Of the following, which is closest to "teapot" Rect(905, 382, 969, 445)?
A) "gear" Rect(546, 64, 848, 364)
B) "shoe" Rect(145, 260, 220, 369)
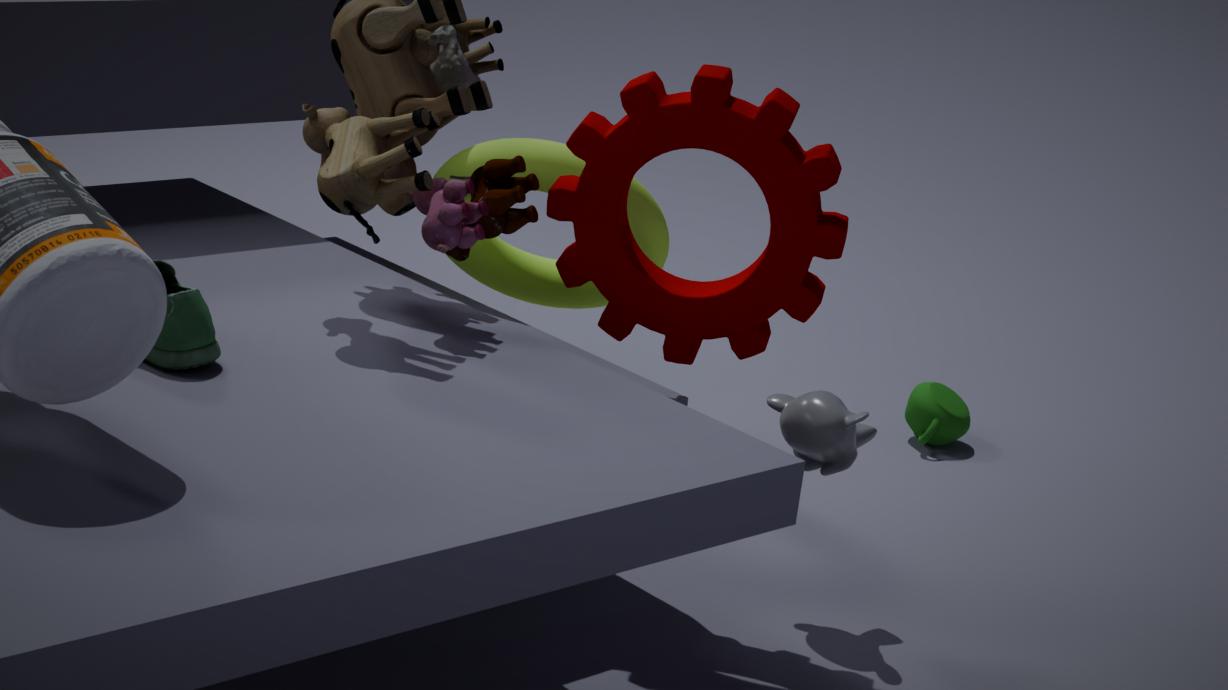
"gear" Rect(546, 64, 848, 364)
